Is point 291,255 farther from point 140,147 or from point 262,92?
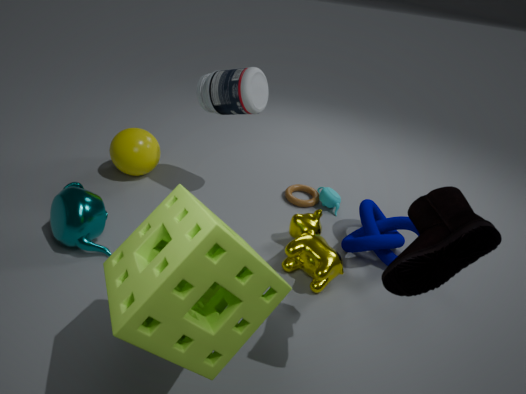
point 140,147
